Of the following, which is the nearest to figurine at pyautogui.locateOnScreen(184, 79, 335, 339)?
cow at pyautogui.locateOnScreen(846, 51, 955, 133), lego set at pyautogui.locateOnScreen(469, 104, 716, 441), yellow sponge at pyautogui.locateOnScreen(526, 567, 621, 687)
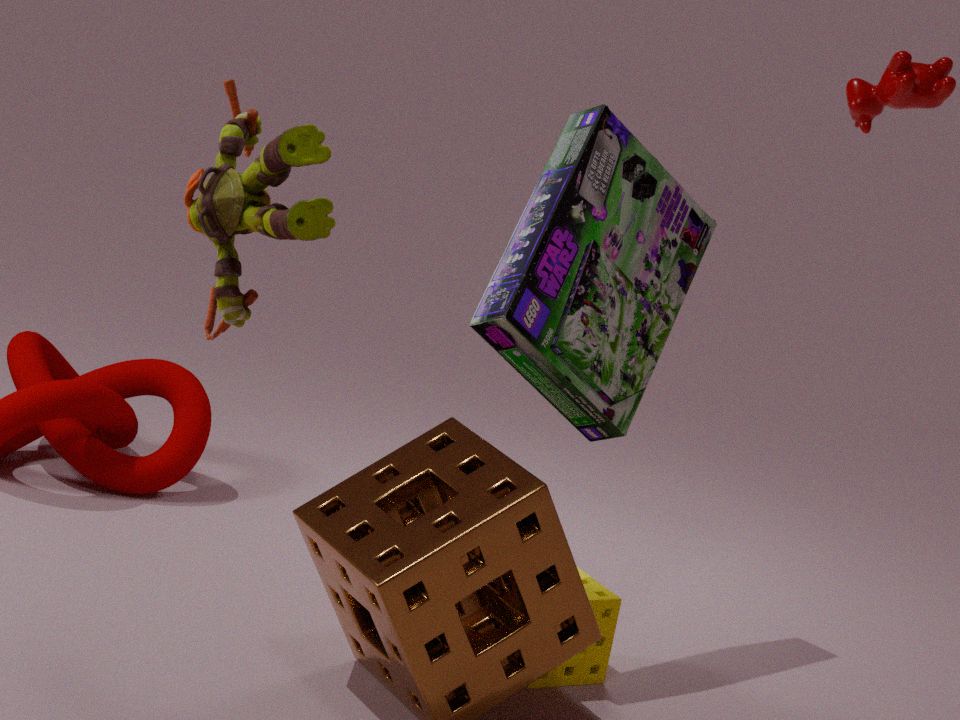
lego set at pyautogui.locateOnScreen(469, 104, 716, 441)
